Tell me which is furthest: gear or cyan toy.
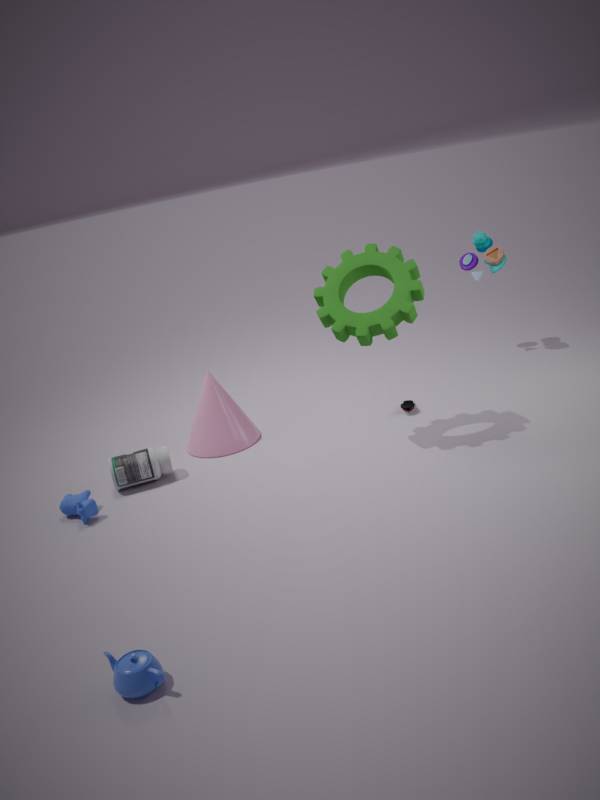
cyan toy
